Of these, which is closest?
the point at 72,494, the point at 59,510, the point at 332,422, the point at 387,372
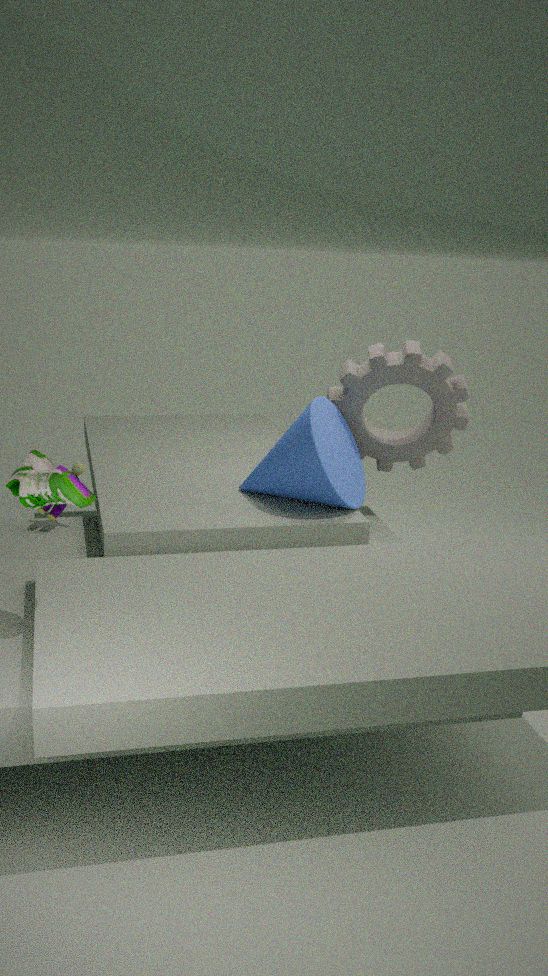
the point at 72,494
